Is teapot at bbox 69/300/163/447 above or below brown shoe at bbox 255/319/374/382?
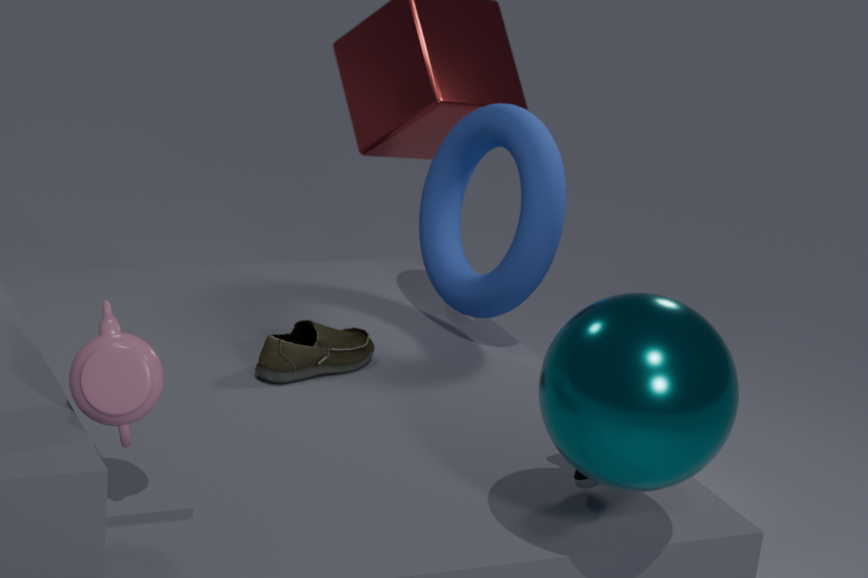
above
